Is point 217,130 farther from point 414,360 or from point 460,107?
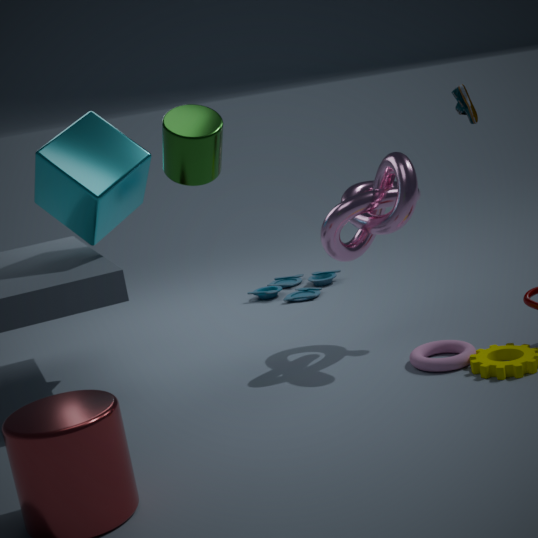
point 460,107
